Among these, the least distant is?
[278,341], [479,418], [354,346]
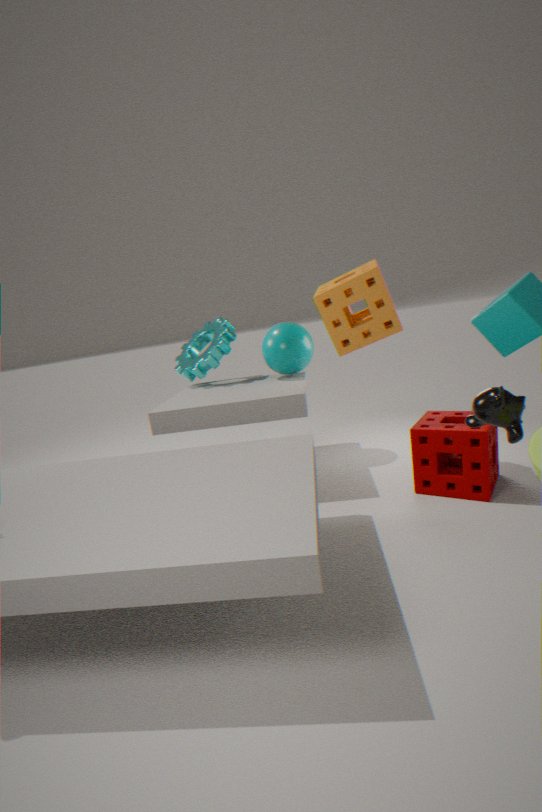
[479,418]
